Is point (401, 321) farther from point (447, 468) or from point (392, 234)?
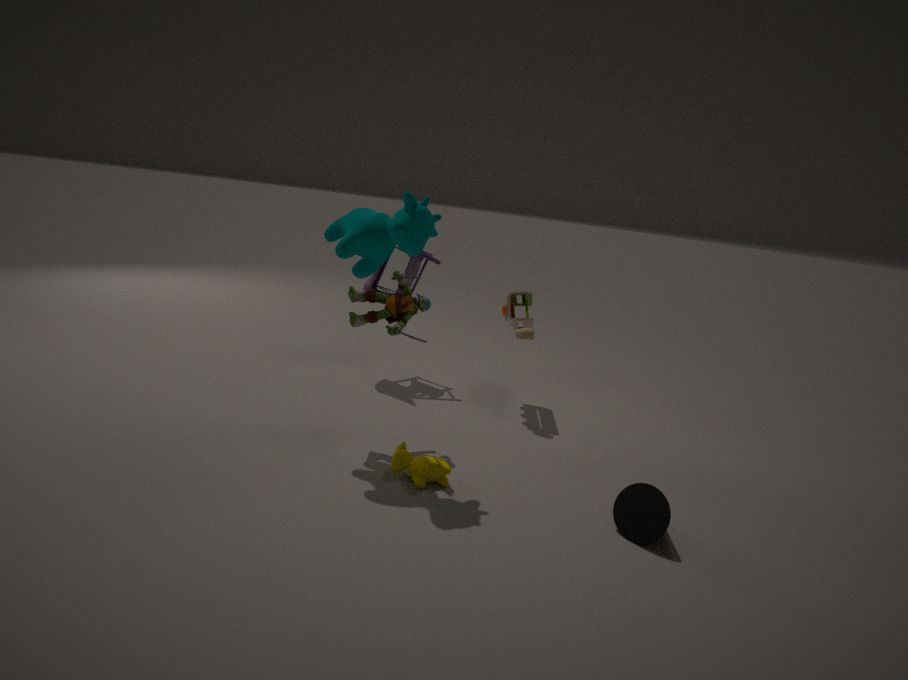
point (447, 468)
